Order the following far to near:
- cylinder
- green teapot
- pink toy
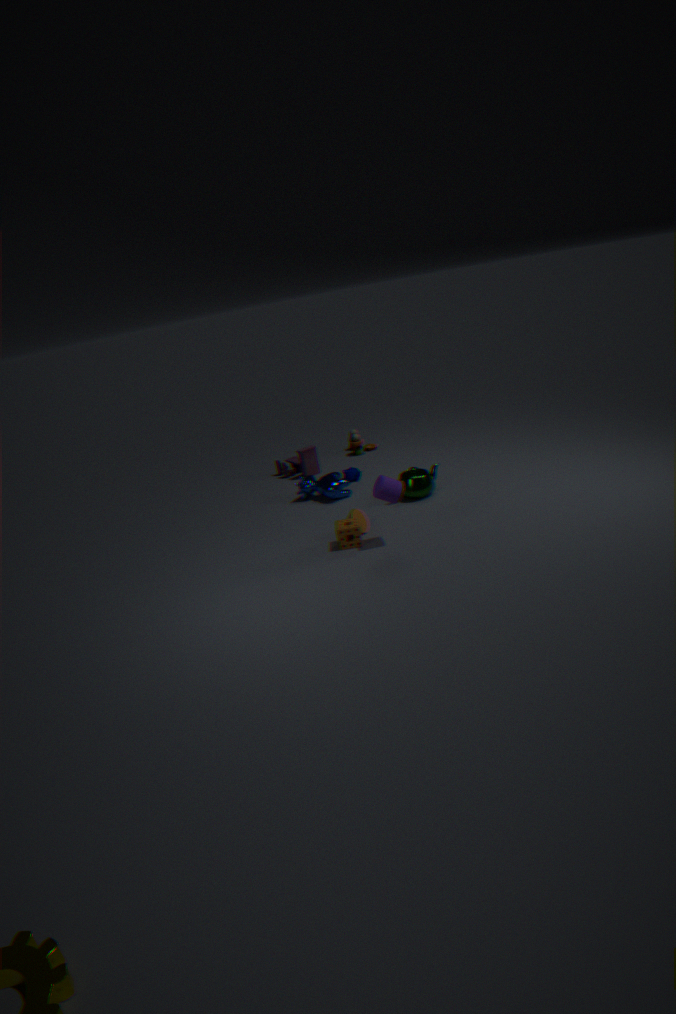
pink toy → green teapot → cylinder
